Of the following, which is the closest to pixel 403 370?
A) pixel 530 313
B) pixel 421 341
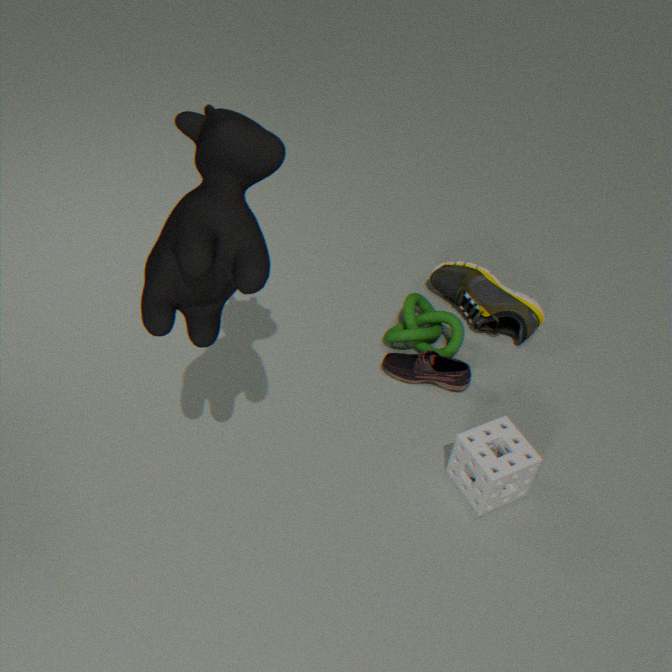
pixel 421 341
